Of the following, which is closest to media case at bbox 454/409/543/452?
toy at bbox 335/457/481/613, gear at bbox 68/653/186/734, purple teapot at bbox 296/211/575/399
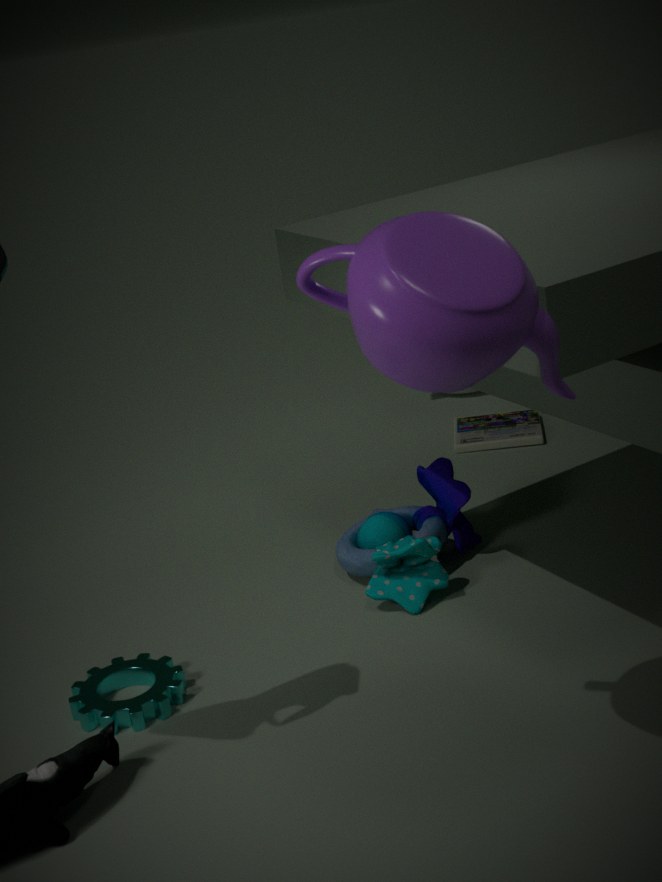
toy at bbox 335/457/481/613
